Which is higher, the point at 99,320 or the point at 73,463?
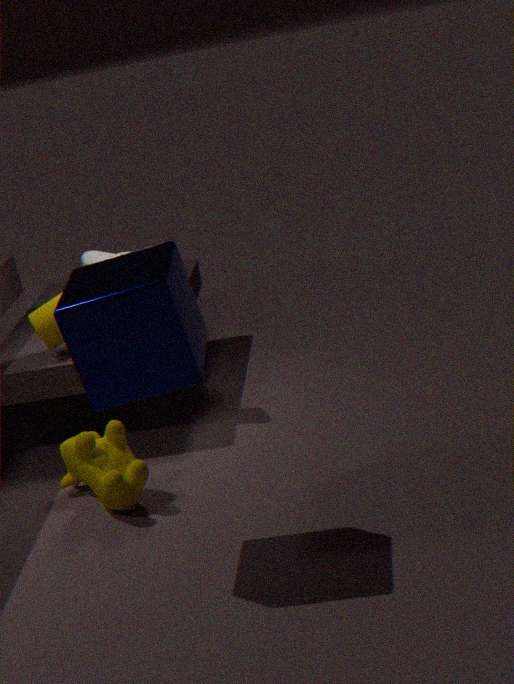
the point at 99,320
